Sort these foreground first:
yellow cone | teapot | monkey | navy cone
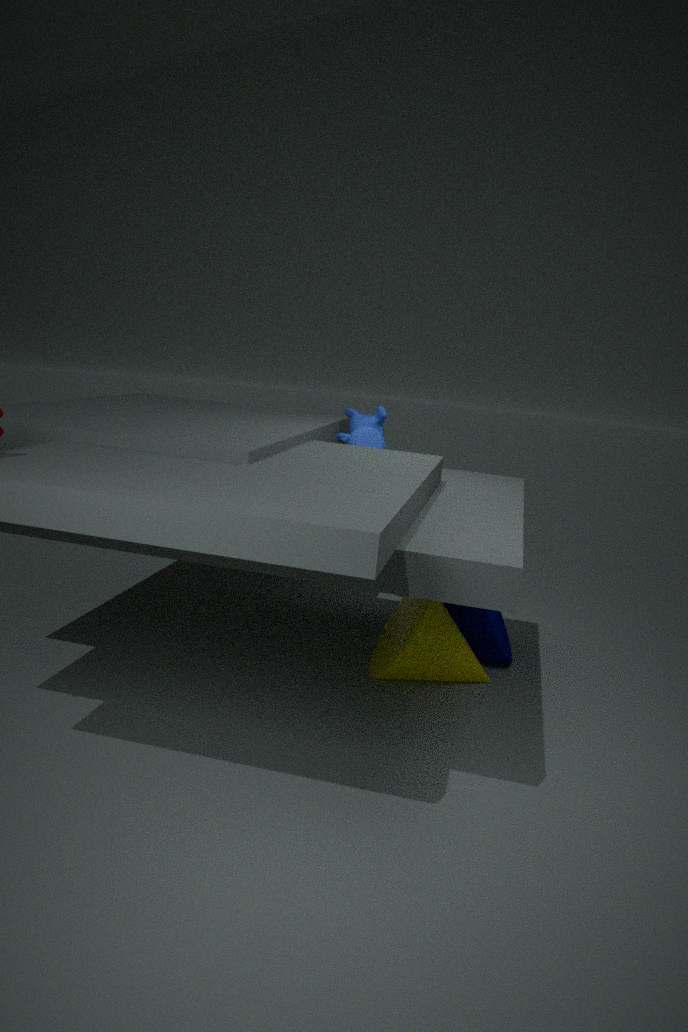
yellow cone → navy cone → teapot → monkey
